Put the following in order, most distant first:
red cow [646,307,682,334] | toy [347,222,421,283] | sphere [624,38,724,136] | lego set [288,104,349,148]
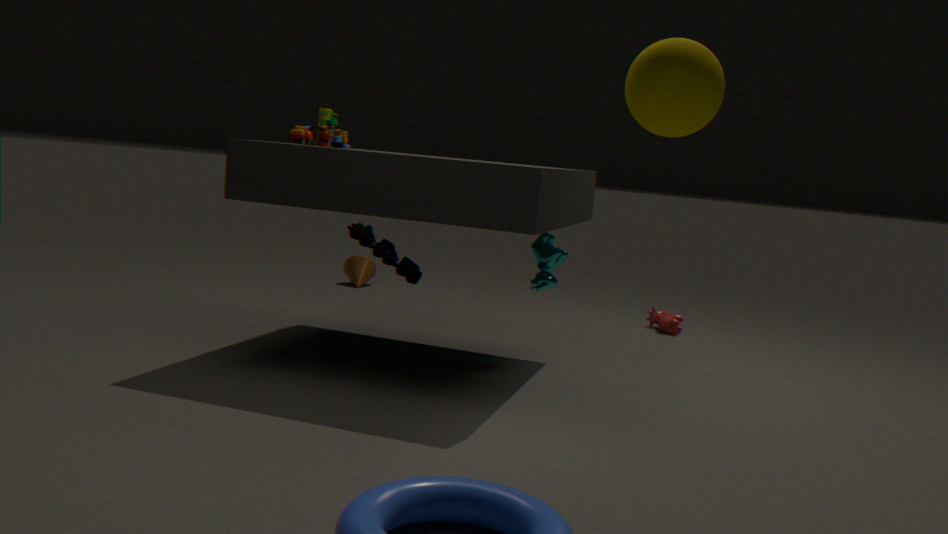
red cow [646,307,682,334] → toy [347,222,421,283] → lego set [288,104,349,148] → sphere [624,38,724,136]
